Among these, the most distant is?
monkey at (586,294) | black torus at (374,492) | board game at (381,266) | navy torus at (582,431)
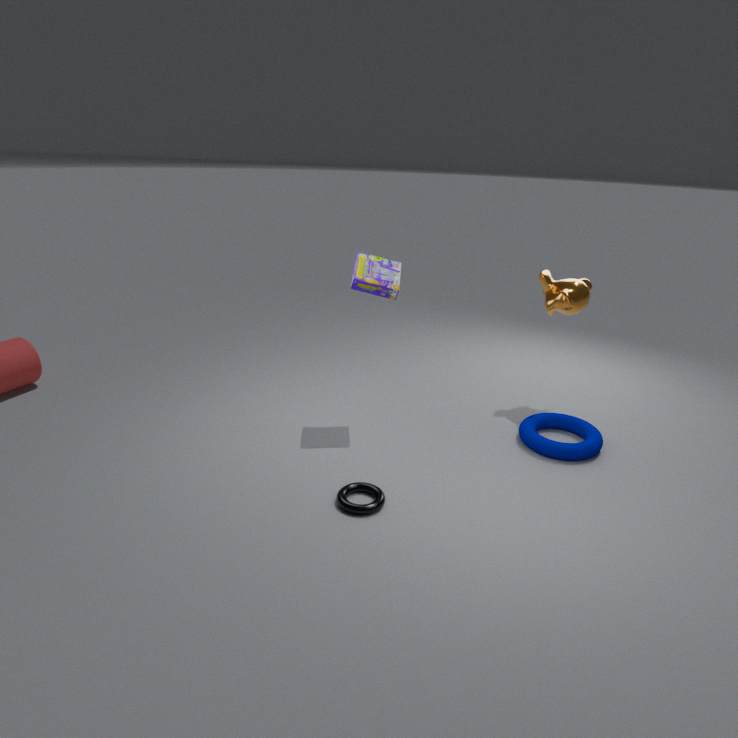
monkey at (586,294)
